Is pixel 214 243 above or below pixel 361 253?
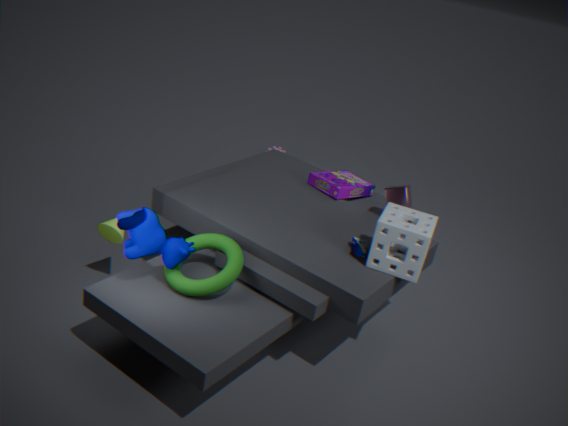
below
